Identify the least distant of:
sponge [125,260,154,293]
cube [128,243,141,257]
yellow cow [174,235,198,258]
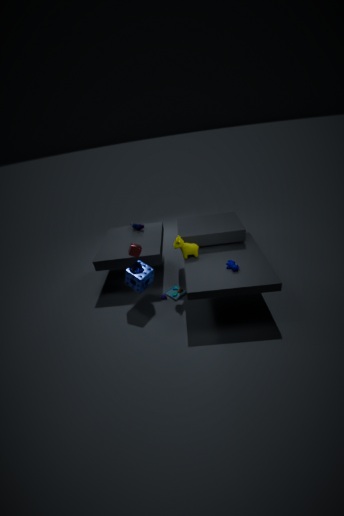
cube [128,243,141,257]
